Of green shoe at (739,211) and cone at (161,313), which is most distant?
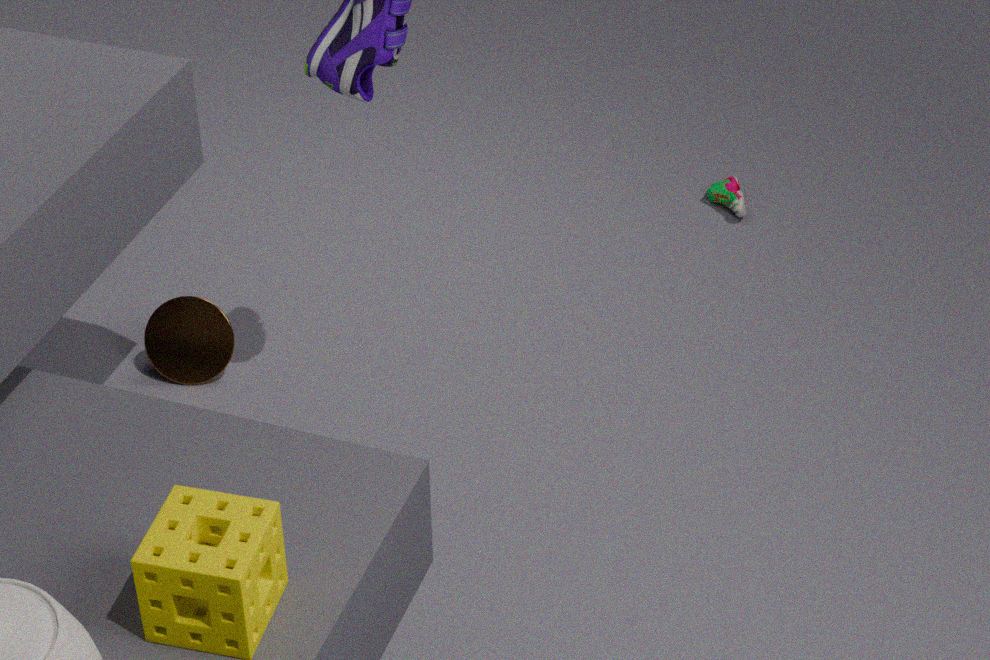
green shoe at (739,211)
